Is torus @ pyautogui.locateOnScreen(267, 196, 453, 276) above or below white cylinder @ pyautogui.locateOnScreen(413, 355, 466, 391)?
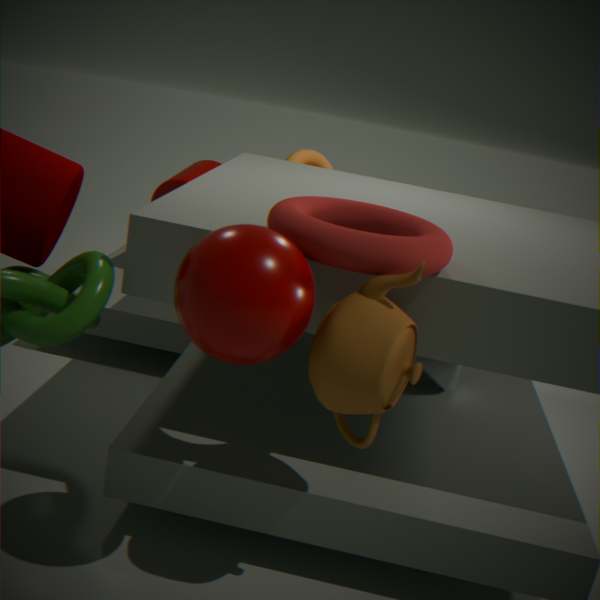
above
